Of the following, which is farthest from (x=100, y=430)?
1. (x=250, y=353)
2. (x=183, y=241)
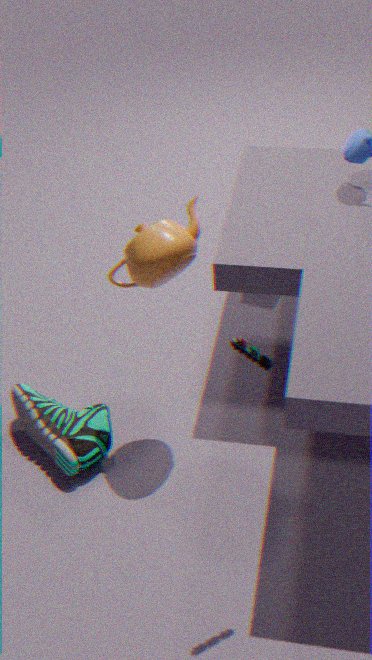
(x=250, y=353)
